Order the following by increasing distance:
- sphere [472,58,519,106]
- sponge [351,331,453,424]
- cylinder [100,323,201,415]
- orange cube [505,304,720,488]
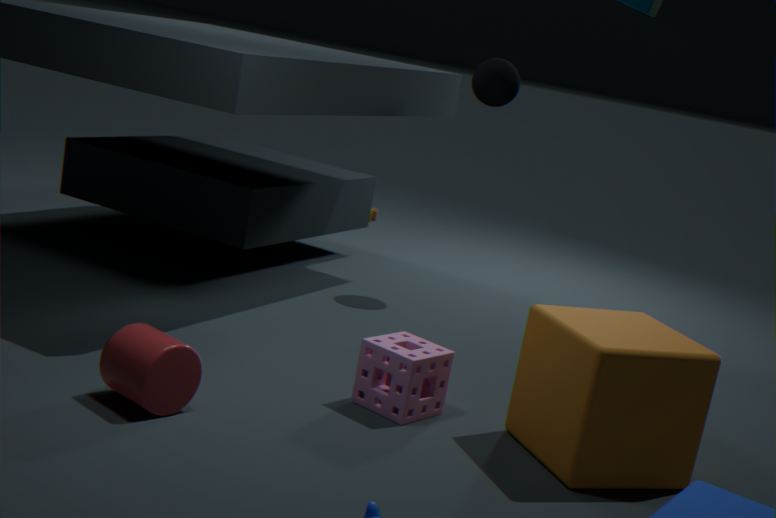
cylinder [100,323,201,415] < orange cube [505,304,720,488] < sponge [351,331,453,424] < sphere [472,58,519,106]
